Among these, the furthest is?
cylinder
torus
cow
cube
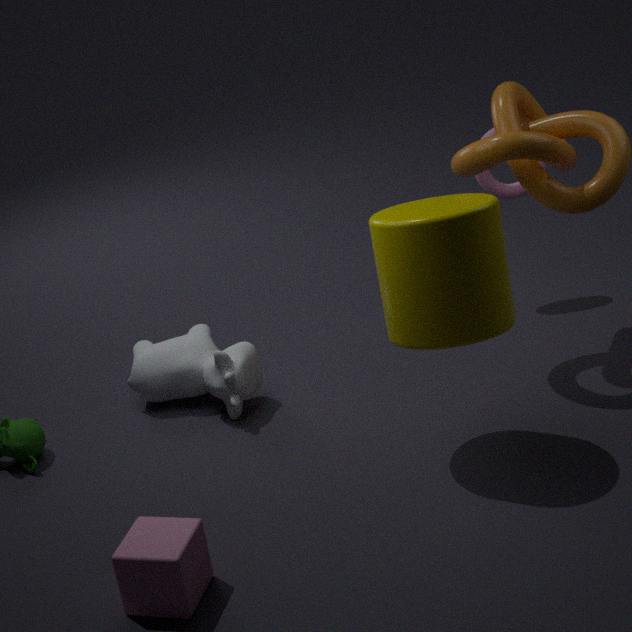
torus
